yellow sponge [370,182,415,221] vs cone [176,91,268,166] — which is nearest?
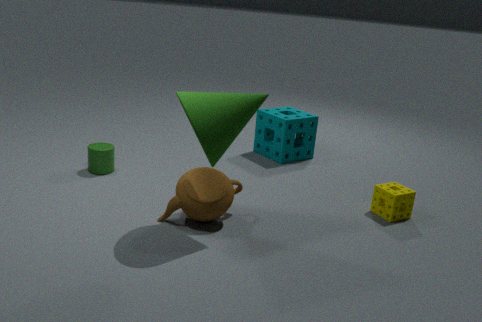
cone [176,91,268,166]
